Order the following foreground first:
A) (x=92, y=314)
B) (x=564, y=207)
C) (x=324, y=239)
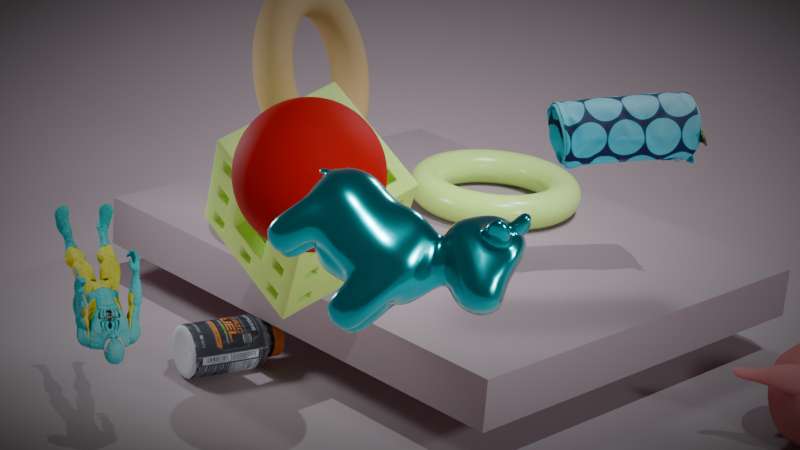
1. (x=324, y=239)
2. (x=92, y=314)
3. (x=564, y=207)
